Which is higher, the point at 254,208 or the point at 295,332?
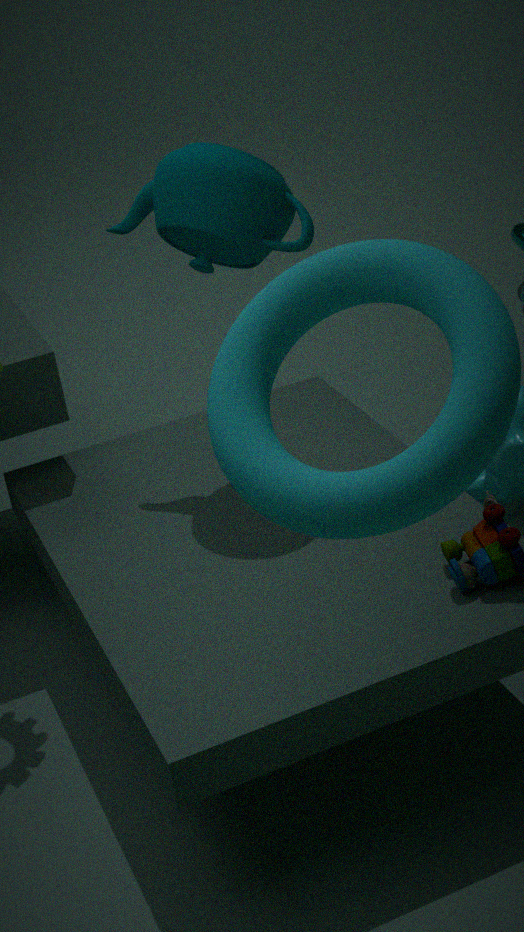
the point at 254,208
